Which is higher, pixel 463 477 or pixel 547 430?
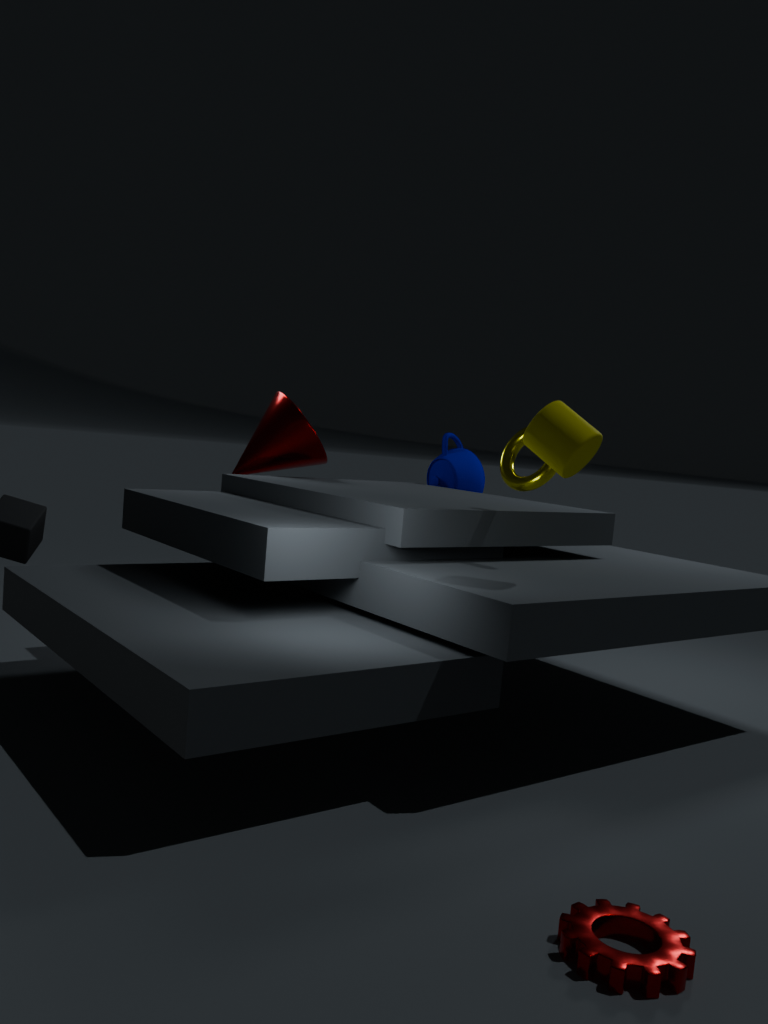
pixel 547 430
